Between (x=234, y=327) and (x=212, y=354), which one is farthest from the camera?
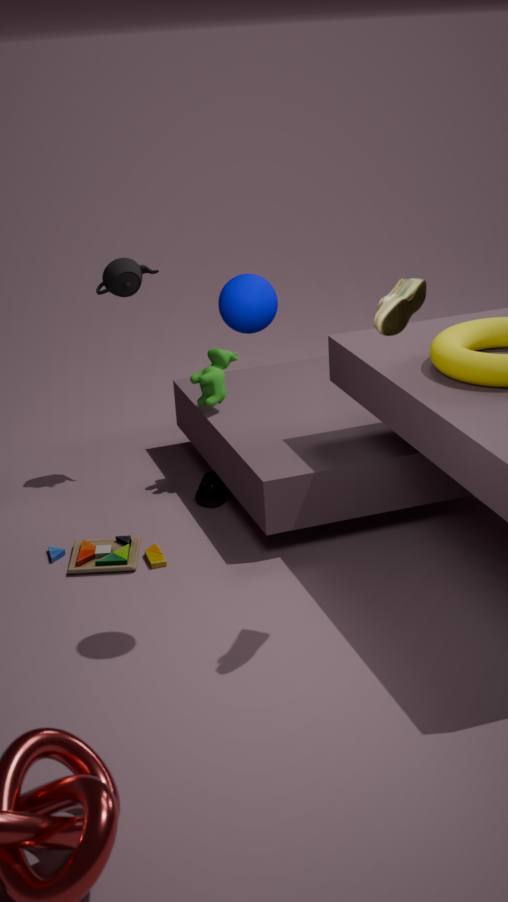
(x=212, y=354)
